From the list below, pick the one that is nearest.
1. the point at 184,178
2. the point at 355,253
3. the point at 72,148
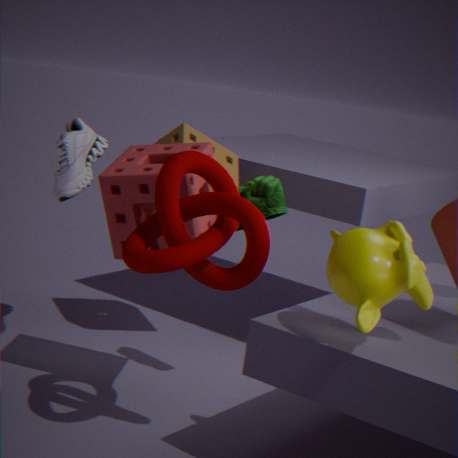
the point at 355,253
